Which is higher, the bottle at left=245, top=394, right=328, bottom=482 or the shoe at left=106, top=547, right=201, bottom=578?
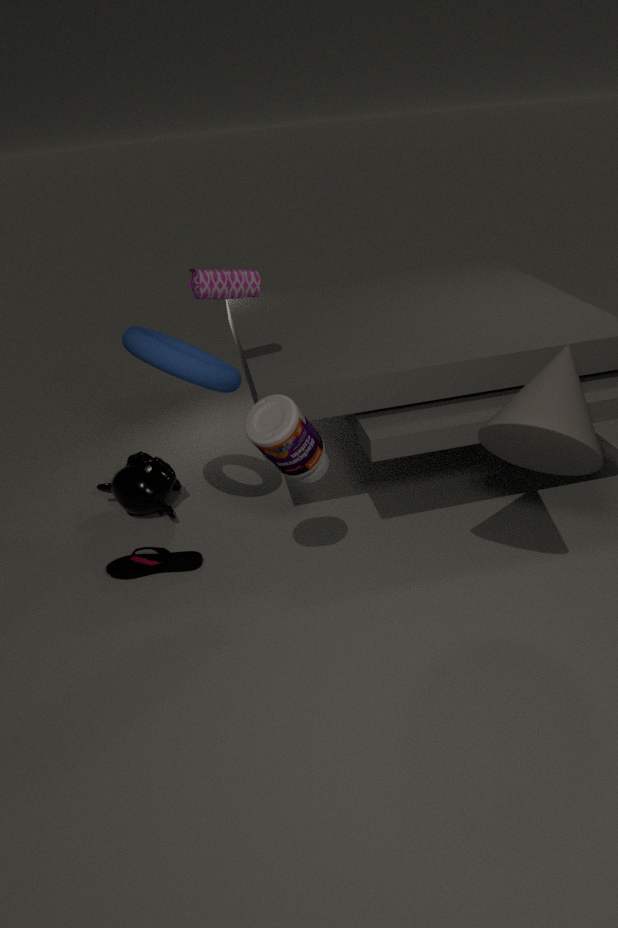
the bottle at left=245, top=394, right=328, bottom=482
